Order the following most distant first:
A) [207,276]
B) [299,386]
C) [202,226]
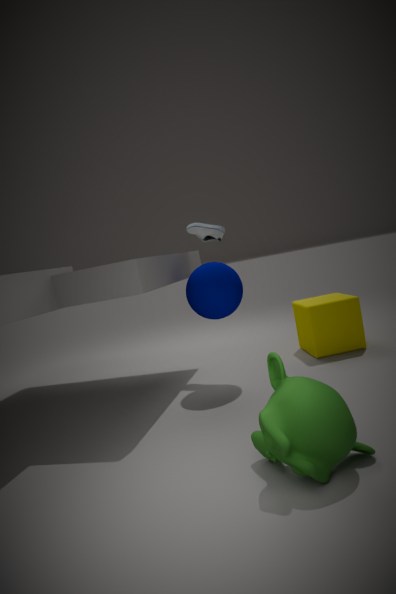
[202,226] < [207,276] < [299,386]
